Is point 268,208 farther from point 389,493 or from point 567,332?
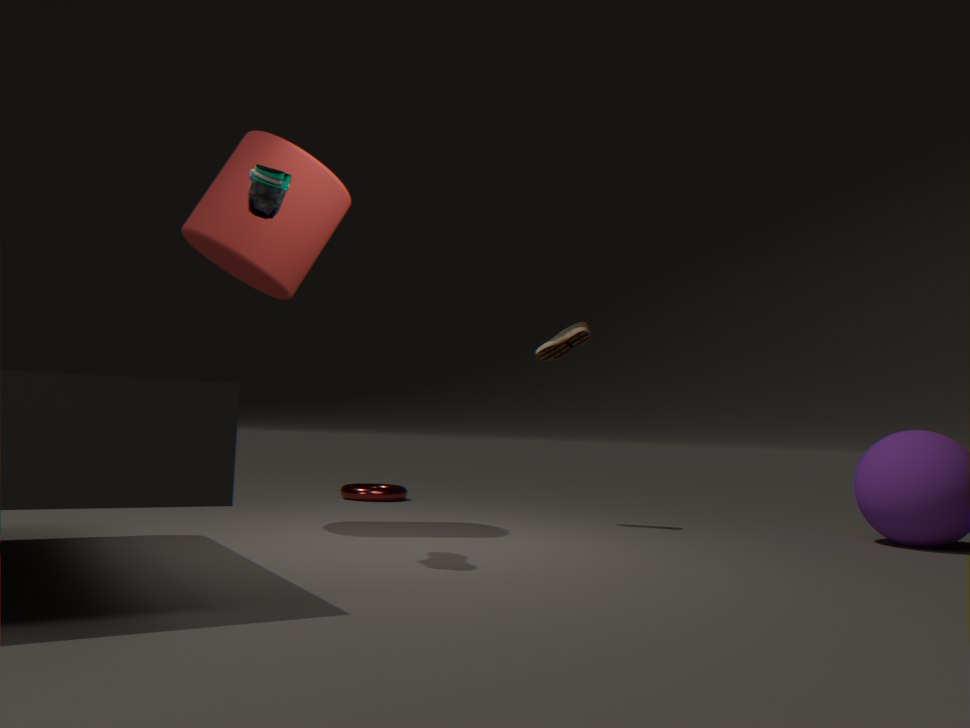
point 389,493
